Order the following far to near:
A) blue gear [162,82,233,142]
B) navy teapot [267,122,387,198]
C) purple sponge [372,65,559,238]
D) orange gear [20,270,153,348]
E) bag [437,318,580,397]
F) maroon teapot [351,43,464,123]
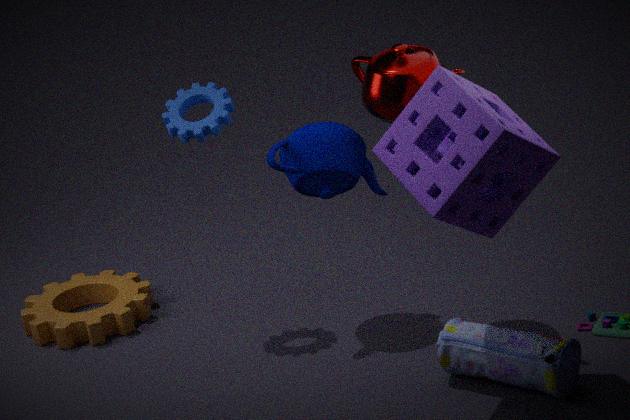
orange gear [20,270,153,348] → blue gear [162,82,233,142] → navy teapot [267,122,387,198] → maroon teapot [351,43,464,123] → bag [437,318,580,397] → purple sponge [372,65,559,238]
